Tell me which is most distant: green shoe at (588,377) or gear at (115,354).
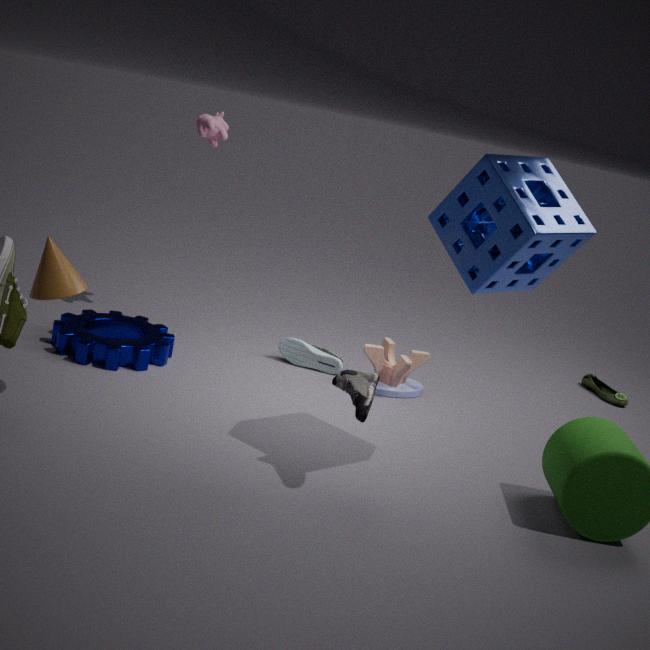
green shoe at (588,377)
